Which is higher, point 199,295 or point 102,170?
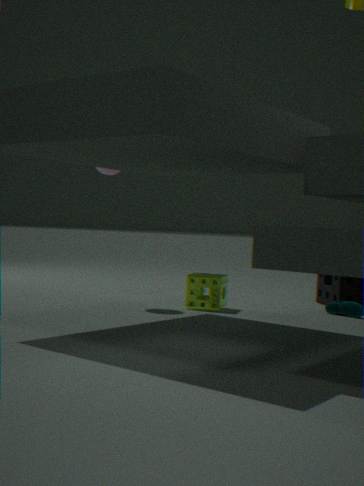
point 102,170
